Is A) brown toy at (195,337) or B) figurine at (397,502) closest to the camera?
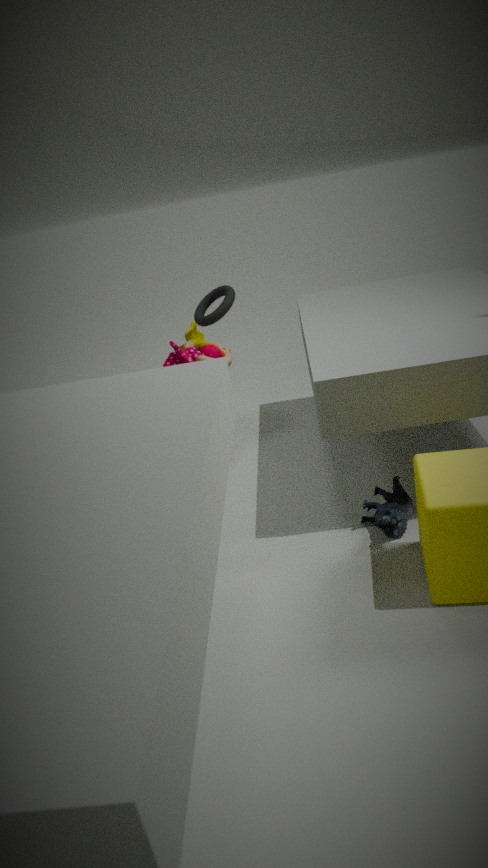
B. figurine at (397,502)
